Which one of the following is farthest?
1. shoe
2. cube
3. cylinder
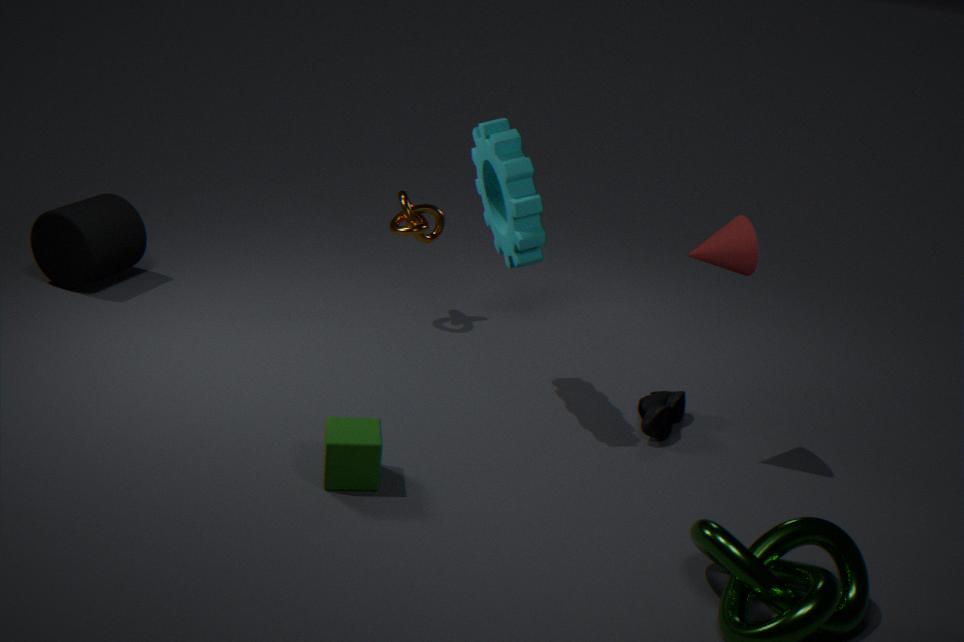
cylinder
